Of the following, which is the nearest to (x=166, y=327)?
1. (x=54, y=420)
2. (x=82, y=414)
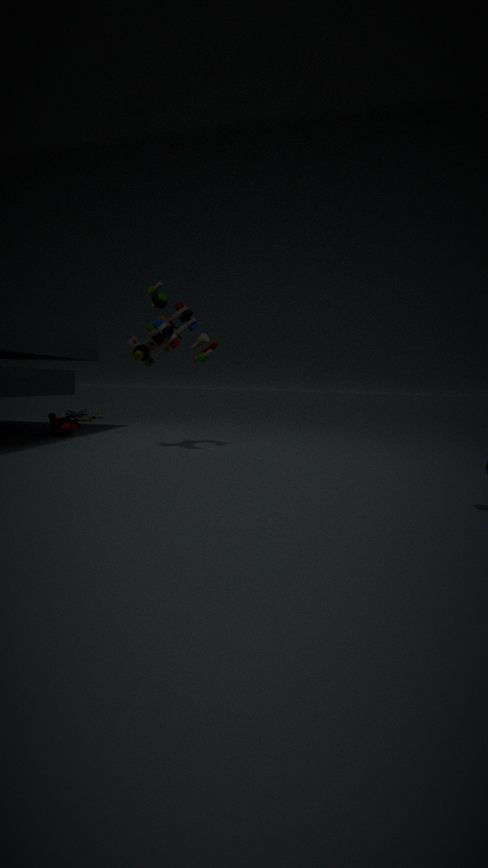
(x=54, y=420)
